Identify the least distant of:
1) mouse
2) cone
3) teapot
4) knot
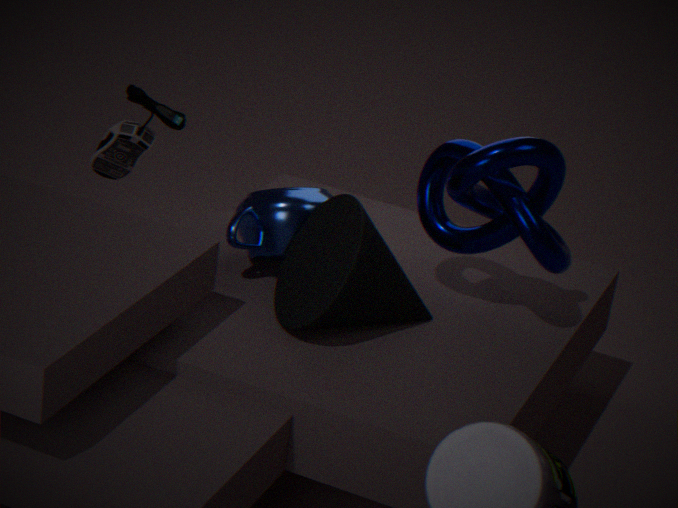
2. cone
